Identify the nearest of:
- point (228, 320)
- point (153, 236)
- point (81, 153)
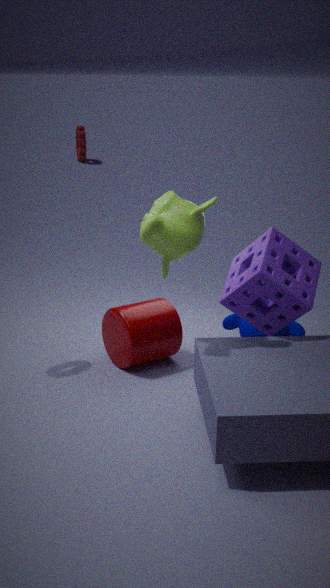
point (153, 236)
